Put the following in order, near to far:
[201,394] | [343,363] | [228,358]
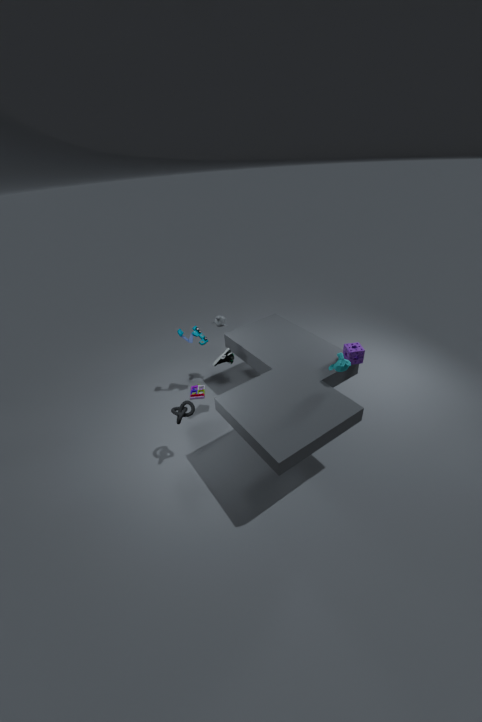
[343,363] < [228,358] < [201,394]
